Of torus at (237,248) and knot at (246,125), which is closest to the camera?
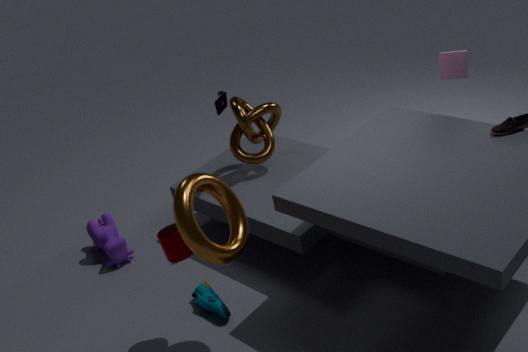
torus at (237,248)
